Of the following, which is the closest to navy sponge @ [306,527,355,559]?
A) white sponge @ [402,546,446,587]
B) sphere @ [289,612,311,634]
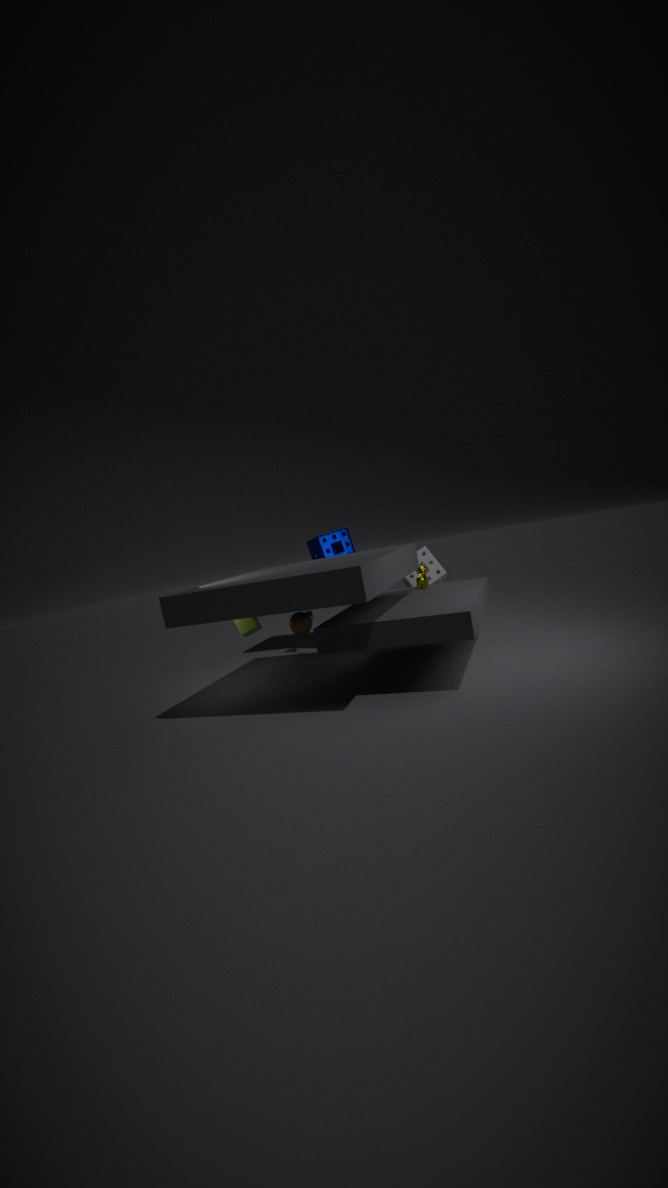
white sponge @ [402,546,446,587]
